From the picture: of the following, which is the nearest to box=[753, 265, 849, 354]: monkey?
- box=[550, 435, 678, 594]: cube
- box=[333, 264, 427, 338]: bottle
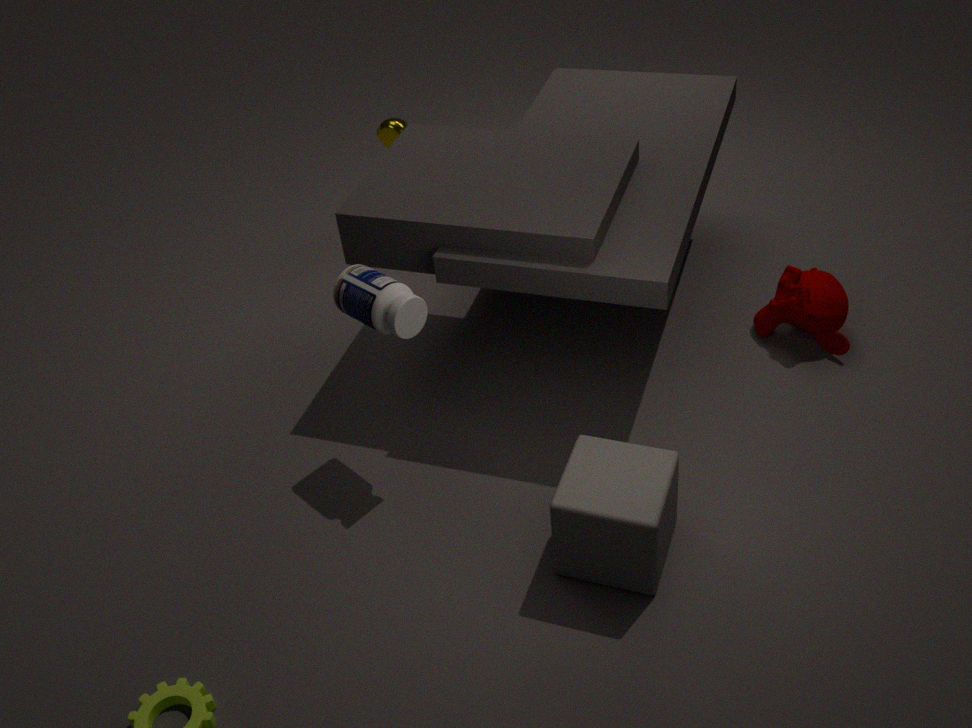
box=[550, 435, 678, 594]: cube
